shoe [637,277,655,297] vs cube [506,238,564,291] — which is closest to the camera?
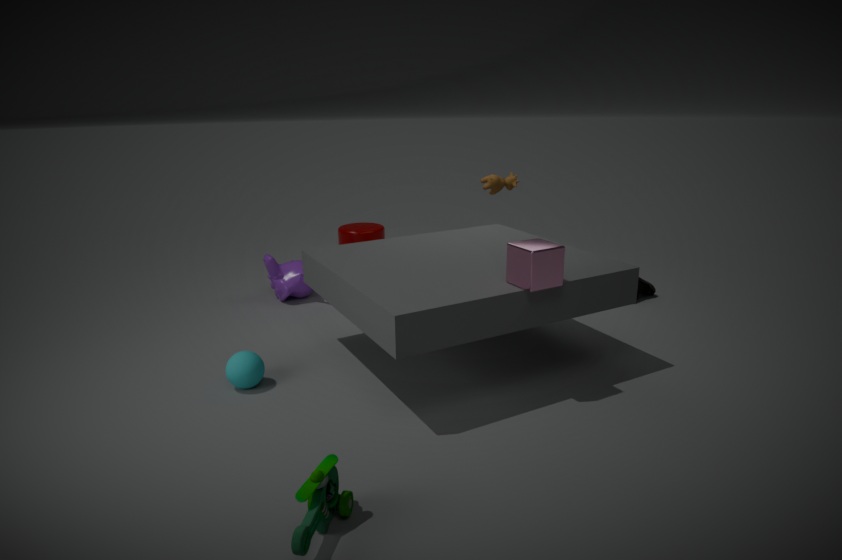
cube [506,238,564,291]
